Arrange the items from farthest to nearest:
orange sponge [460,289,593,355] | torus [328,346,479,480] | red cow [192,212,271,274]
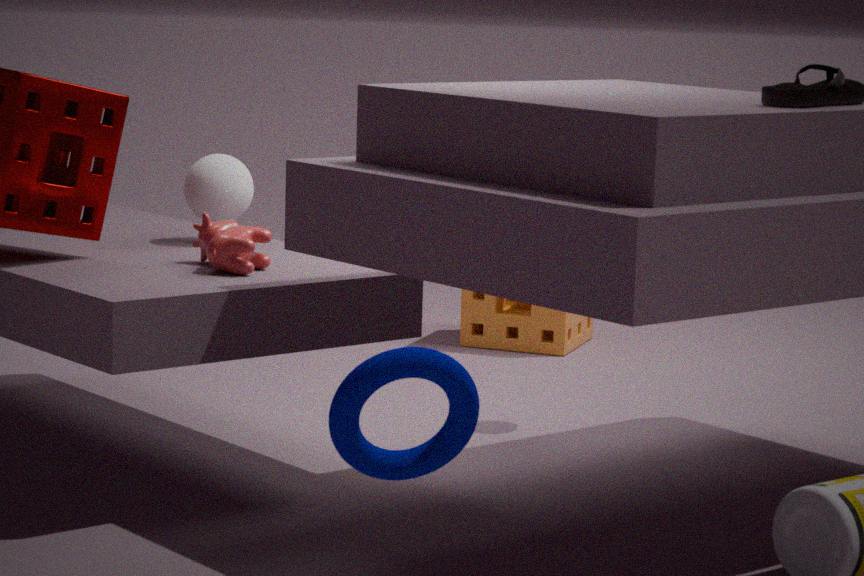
1. orange sponge [460,289,593,355]
2. red cow [192,212,271,274]
3. torus [328,346,479,480]
